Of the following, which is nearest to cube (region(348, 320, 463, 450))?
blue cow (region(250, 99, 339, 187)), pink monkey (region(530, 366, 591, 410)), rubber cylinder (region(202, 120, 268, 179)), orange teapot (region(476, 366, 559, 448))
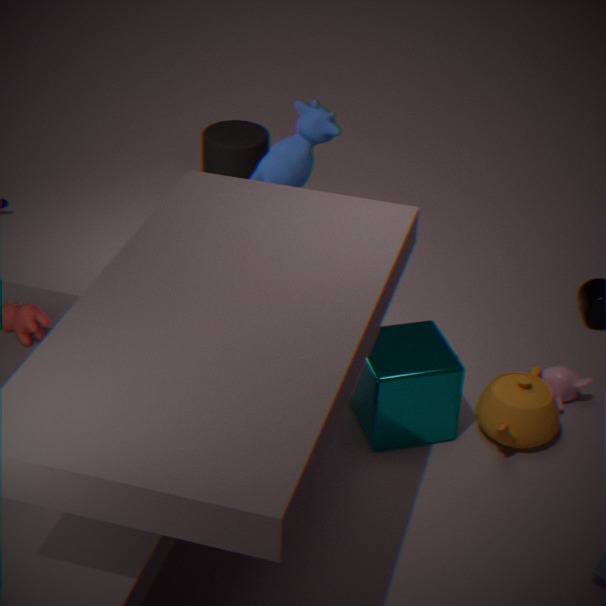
orange teapot (region(476, 366, 559, 448))
